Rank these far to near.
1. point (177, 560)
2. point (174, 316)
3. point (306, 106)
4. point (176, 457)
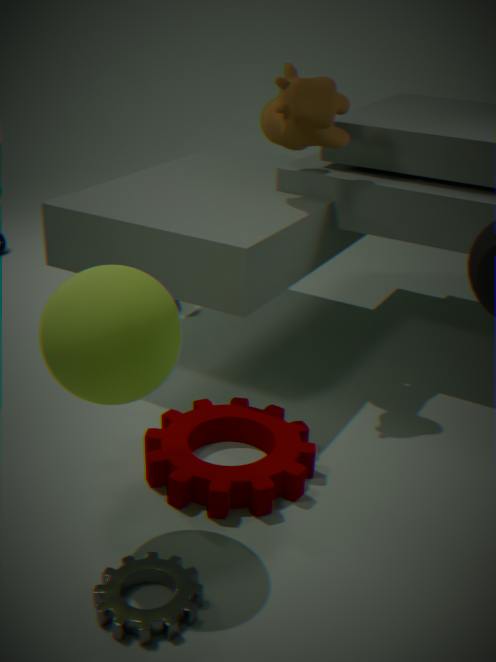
1. point (306, 106)
2. point (176, 457)
3. point (177, 560)
4. point (174, 316)
